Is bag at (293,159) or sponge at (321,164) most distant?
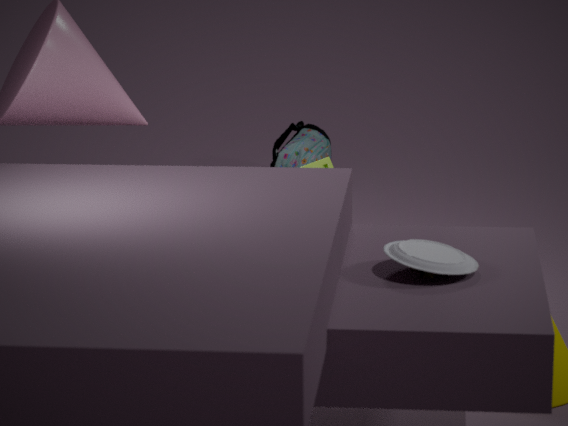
bag at (293,159)
